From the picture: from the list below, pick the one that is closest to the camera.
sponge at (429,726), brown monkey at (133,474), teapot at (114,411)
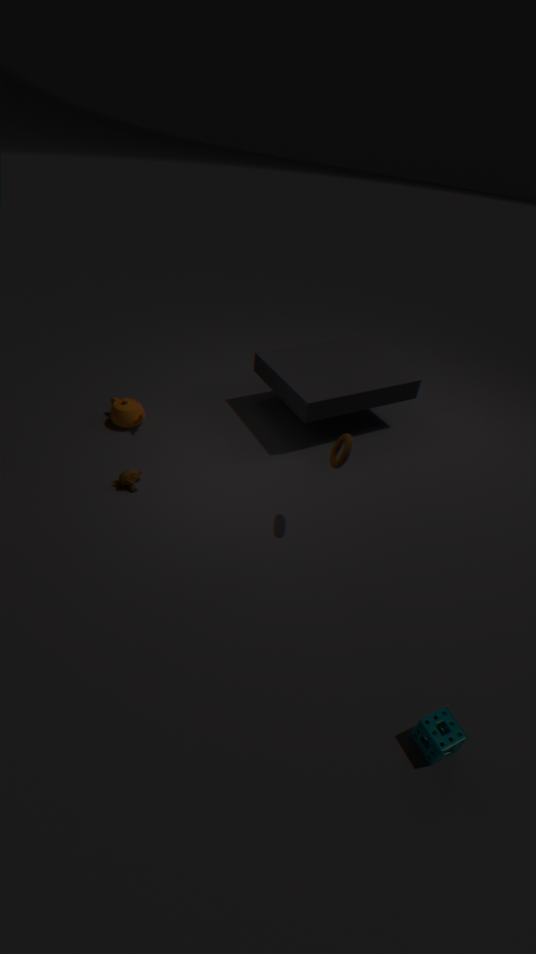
sponge at (429,726)
